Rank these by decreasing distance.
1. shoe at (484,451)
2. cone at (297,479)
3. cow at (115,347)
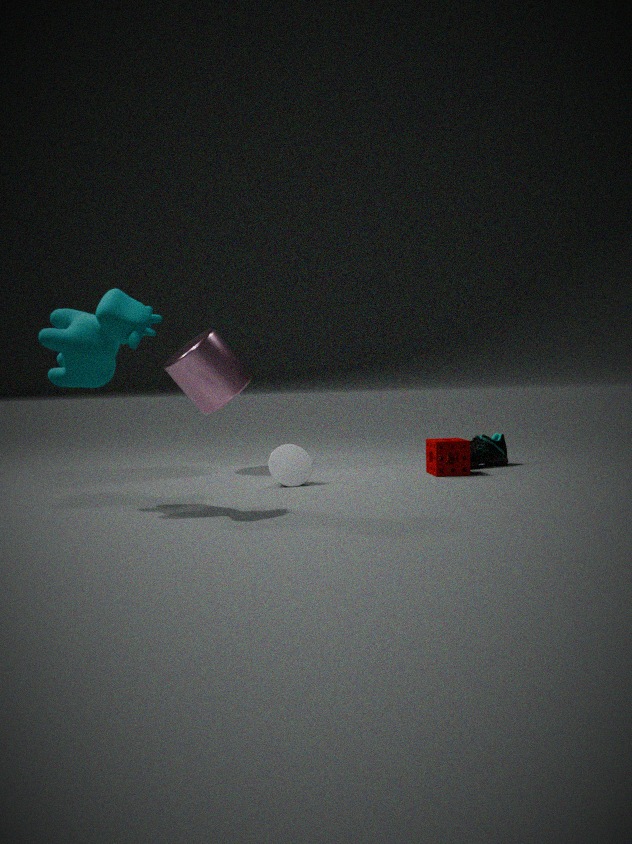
shoe at (484,451)
cone at (297,479)
cow at (115,347)
